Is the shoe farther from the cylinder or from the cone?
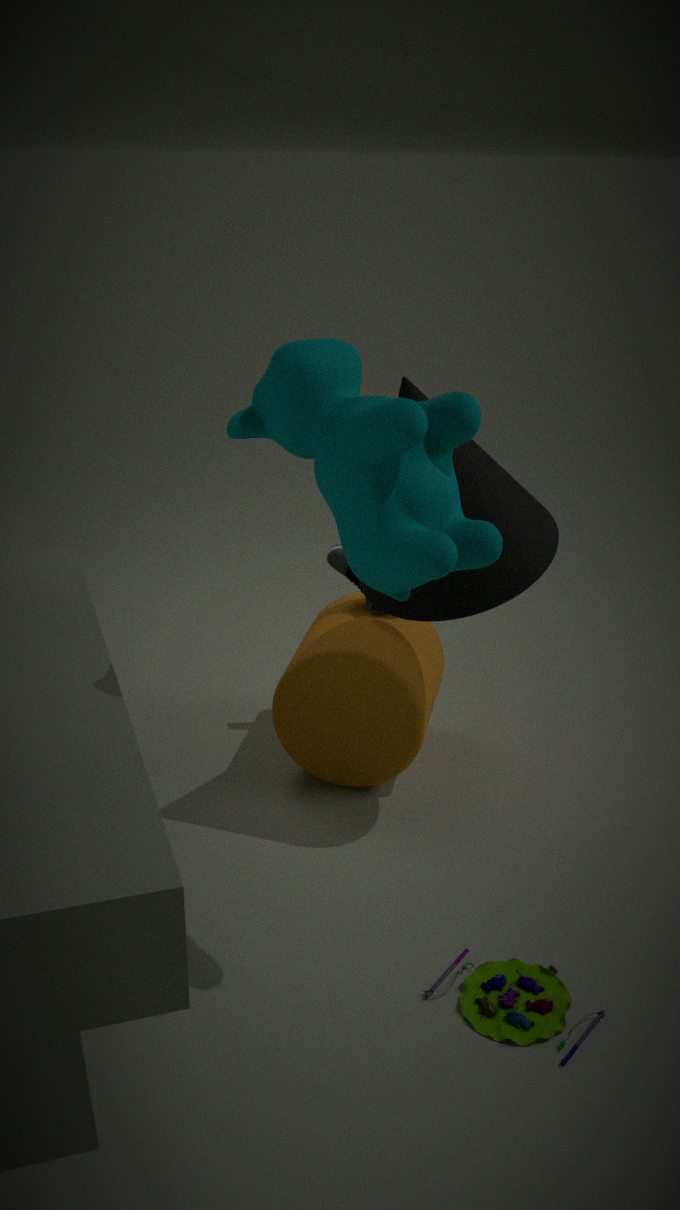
the cone
